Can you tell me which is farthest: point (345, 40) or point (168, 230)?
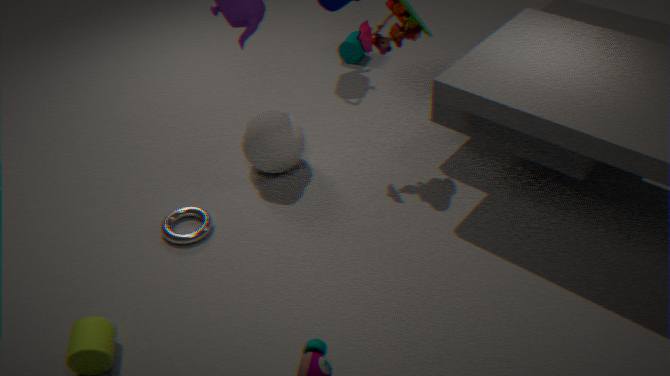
point (345, 40)
